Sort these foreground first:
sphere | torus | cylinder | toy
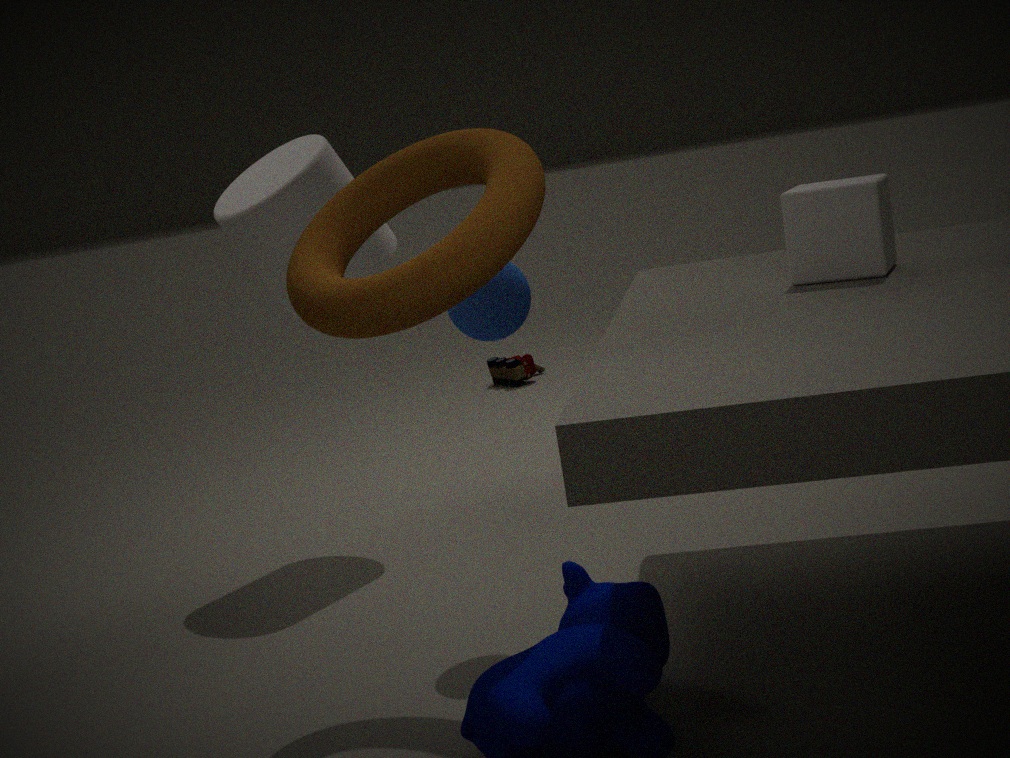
1. torus
2. sphere
3. cylinder
4. toy
